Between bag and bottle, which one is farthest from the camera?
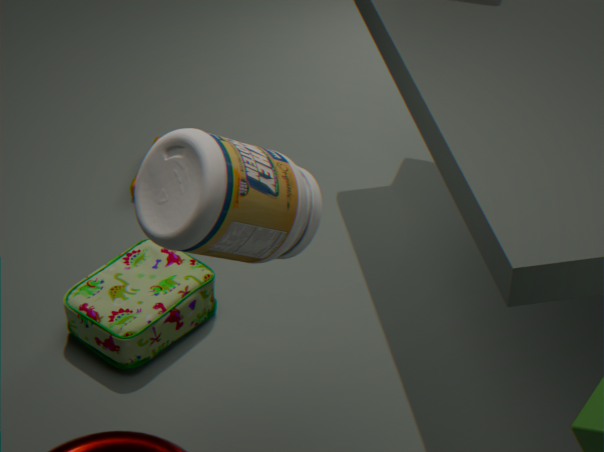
bag
